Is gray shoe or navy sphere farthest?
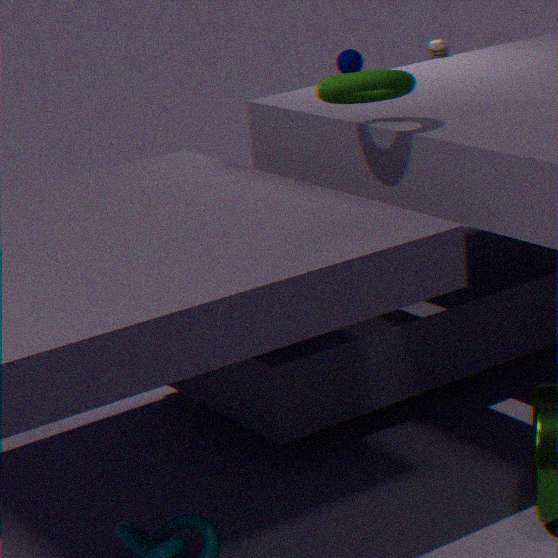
navy sphere
